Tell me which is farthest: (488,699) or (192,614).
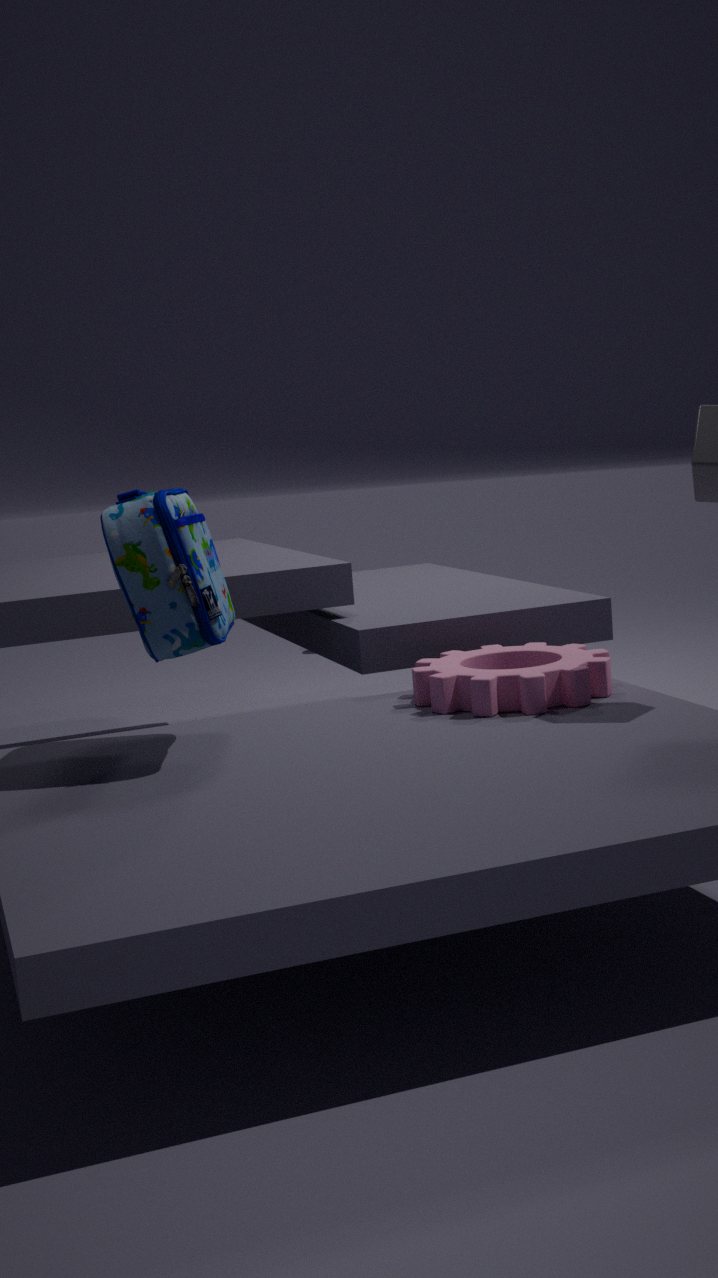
(488,699)
